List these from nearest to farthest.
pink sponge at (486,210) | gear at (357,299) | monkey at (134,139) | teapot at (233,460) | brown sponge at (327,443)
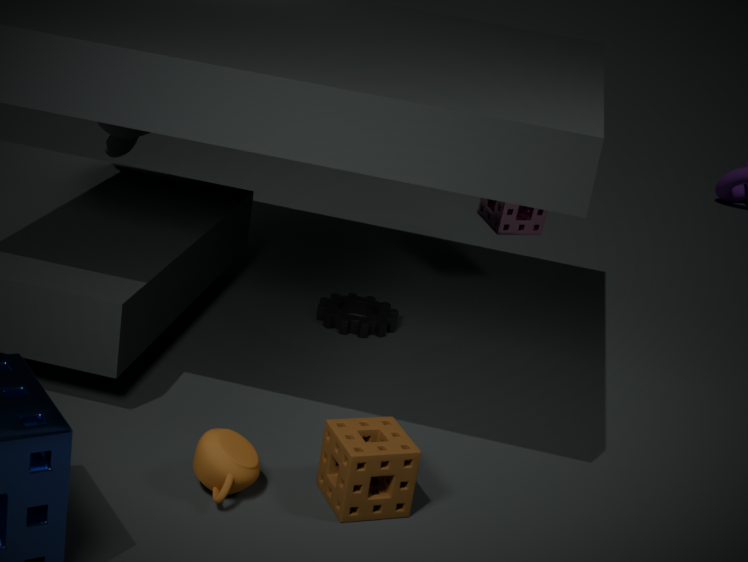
1. teapot at (233,460)
2. brown sponge at (327,443)
3. gear at (357,299)
4. monkey at (134,139)
5. pink sponge at (486,210)
